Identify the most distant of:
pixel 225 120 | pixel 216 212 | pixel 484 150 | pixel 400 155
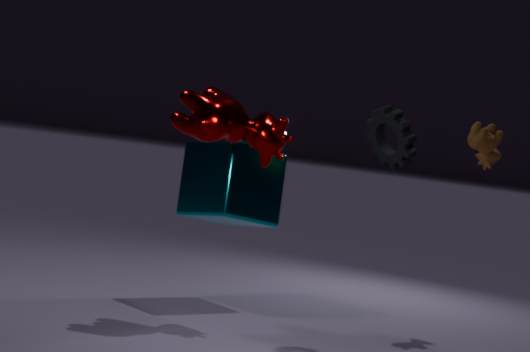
pixel 484 150
